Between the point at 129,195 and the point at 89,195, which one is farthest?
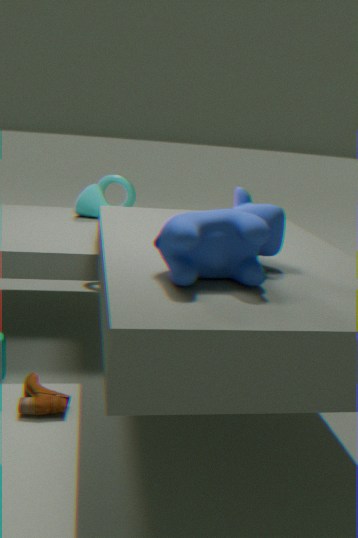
the point at 129,195
